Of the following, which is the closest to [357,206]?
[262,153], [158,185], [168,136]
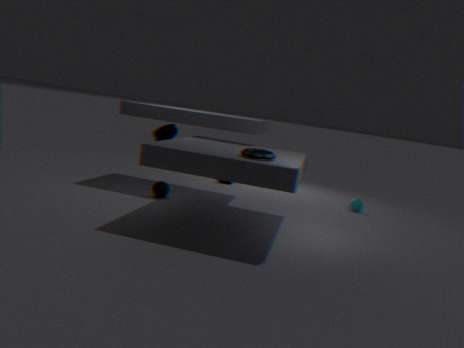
[262,153]
